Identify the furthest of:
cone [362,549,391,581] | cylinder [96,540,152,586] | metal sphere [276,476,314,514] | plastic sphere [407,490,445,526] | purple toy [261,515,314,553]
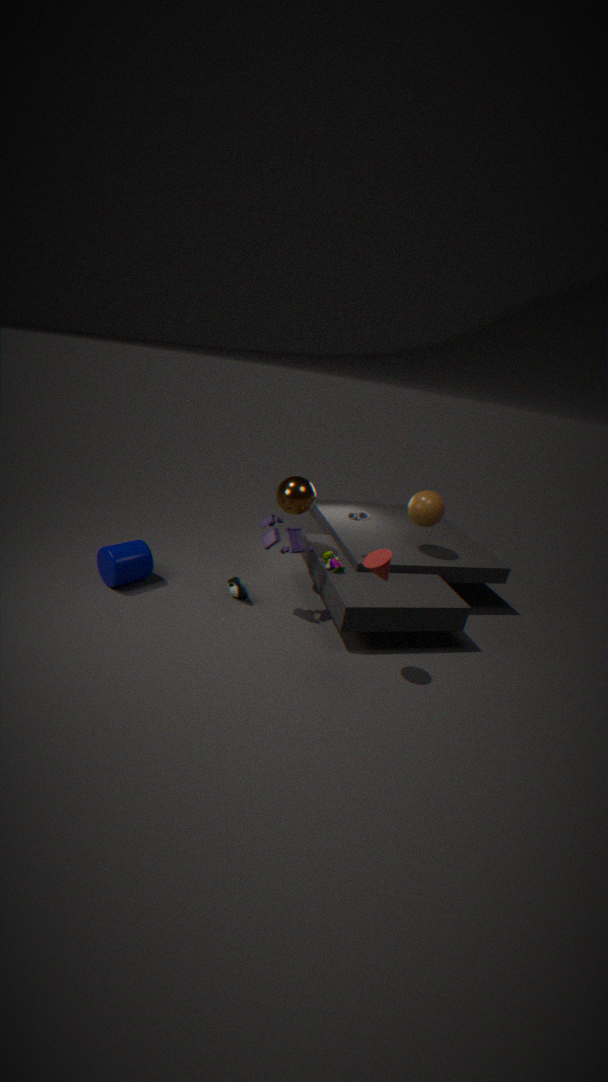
plastic sphere [407,490,445,526]
